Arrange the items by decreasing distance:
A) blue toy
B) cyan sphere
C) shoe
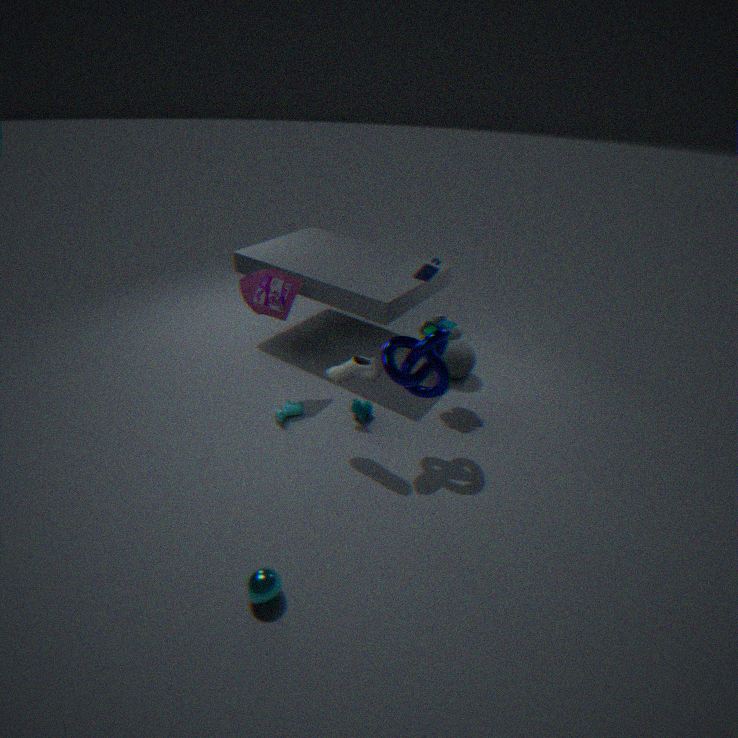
1. blue toy
2. shoe
3. cyan sphere
